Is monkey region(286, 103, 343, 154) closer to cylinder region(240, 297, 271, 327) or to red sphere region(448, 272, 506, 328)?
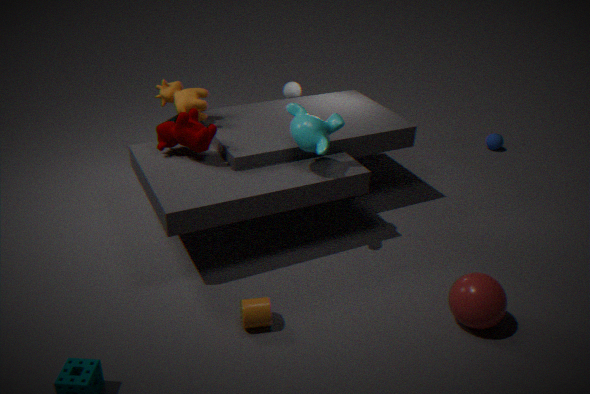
cylinder region(240, 297, 271, 327)
